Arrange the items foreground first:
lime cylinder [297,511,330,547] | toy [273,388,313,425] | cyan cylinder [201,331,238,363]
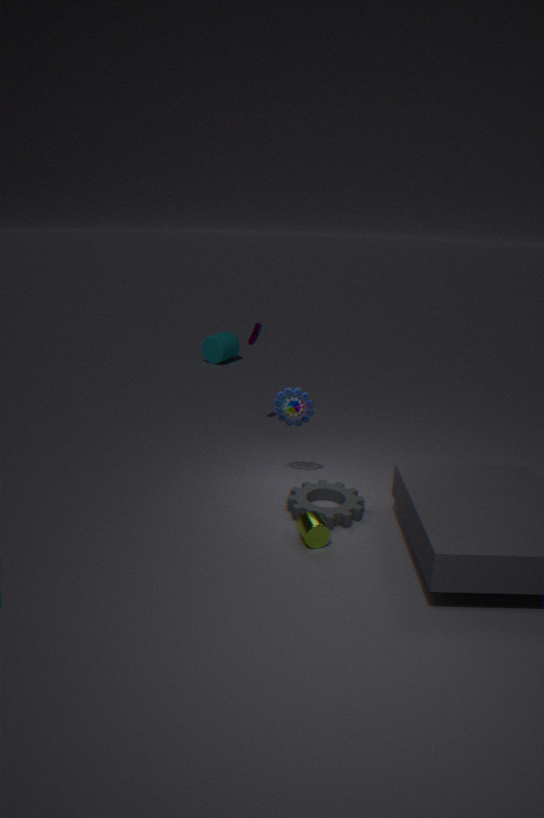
lime cylinder [297,511,330,547]
toy [273,388,313,425]
cyan cylinder [201,331,238,363]
